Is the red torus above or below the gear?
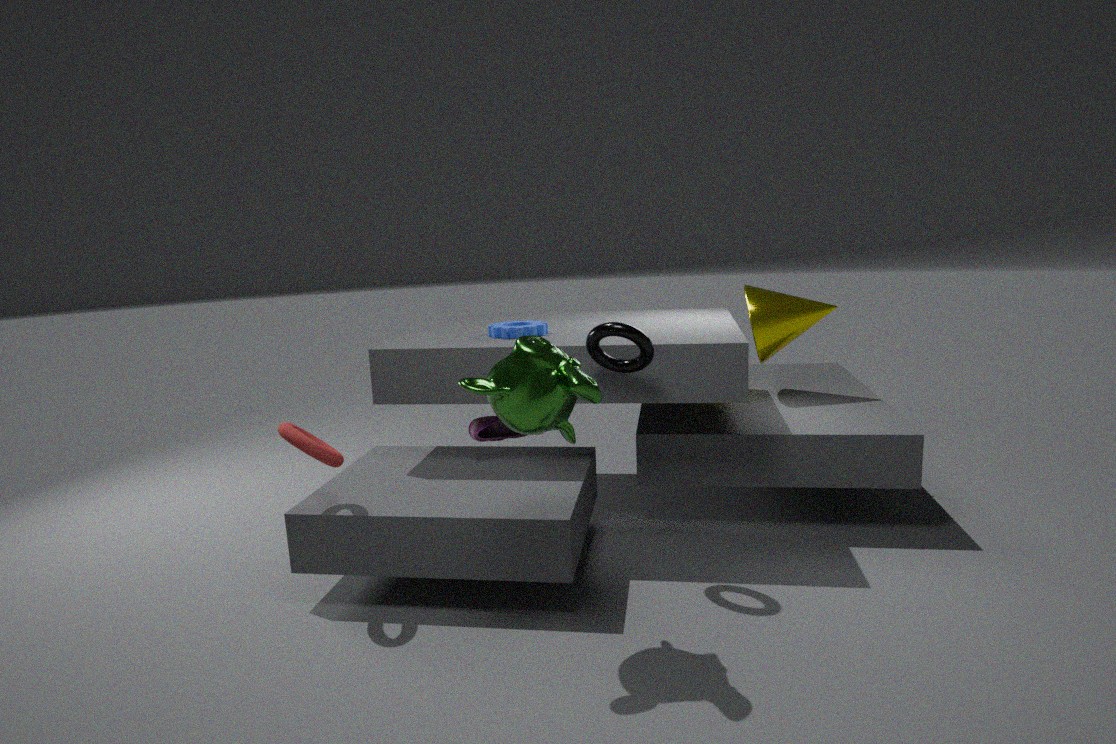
below
